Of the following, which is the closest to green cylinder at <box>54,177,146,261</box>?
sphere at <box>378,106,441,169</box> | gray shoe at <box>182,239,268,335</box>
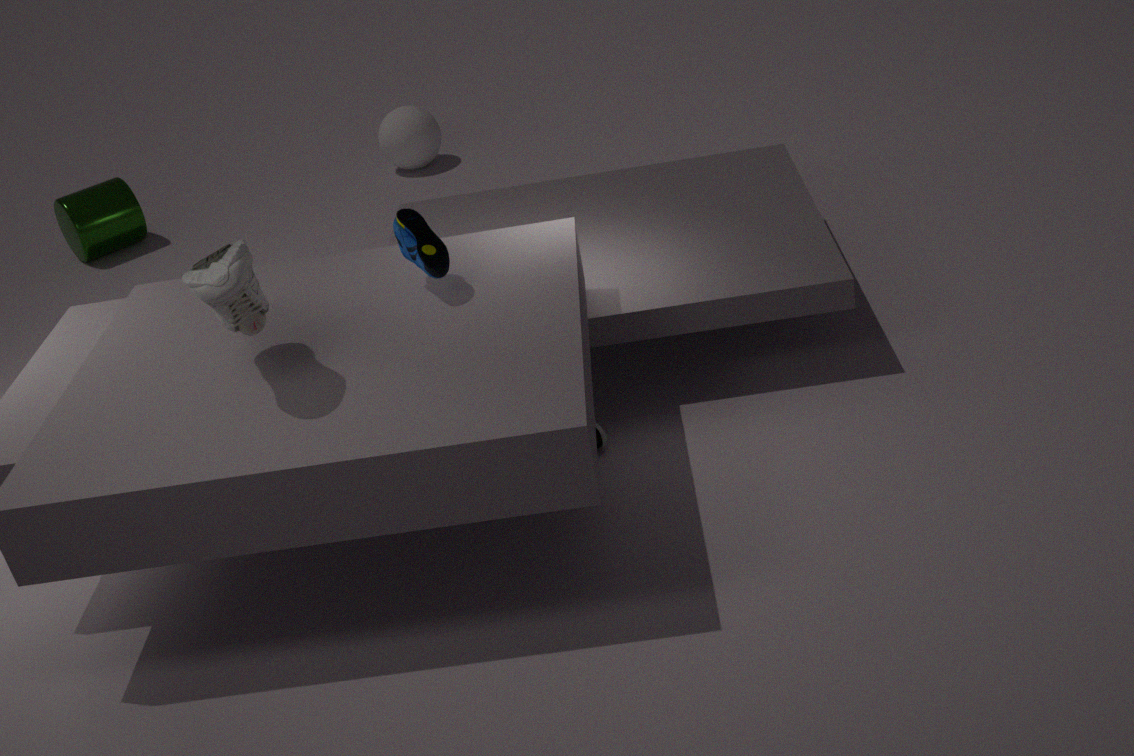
sphere at <box>378,106,441,169</box>
